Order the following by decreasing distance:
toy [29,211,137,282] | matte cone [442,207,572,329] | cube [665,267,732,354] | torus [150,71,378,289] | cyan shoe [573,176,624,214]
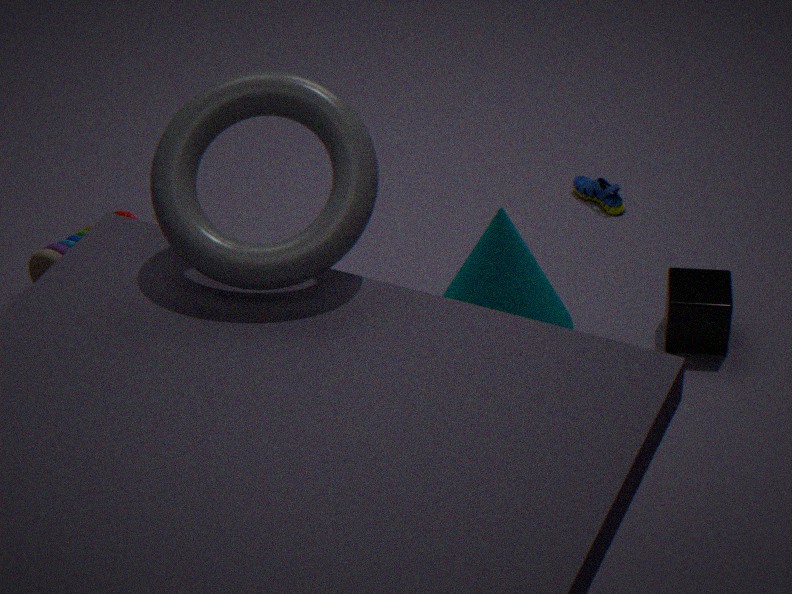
1. cyan shoe [573,176,624,214]
2. toy [29,211,137,282]
3. cube [665,267,732,354]
4. matte cone [442,207,572,329]
5. torus [150,71,378,289]
